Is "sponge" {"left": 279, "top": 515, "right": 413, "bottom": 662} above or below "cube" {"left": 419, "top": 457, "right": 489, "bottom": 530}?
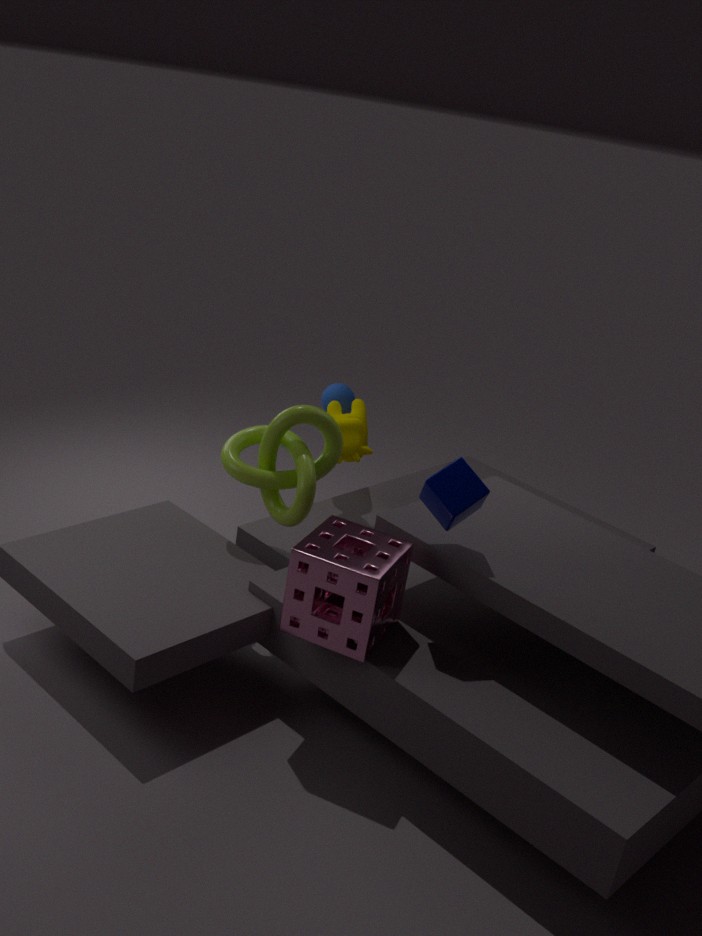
below
